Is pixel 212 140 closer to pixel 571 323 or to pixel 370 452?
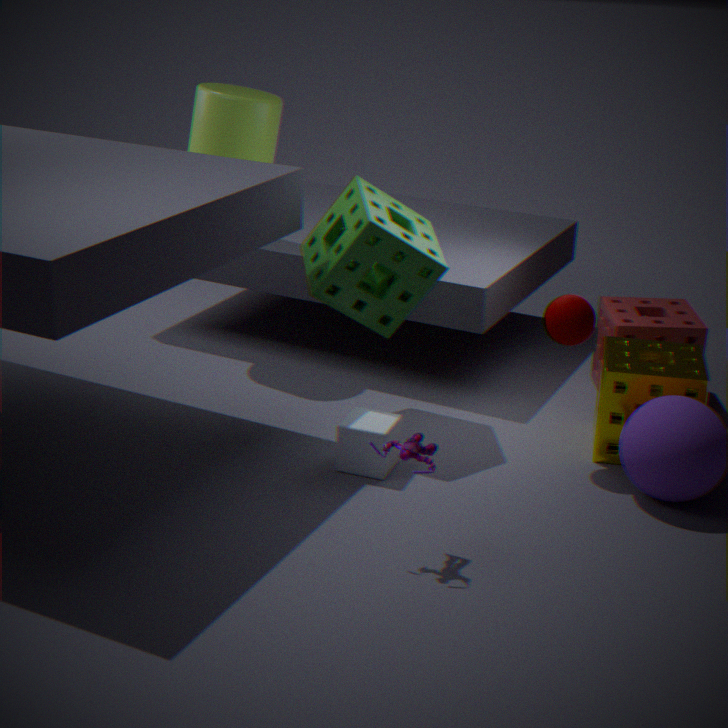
pixel 370 452
